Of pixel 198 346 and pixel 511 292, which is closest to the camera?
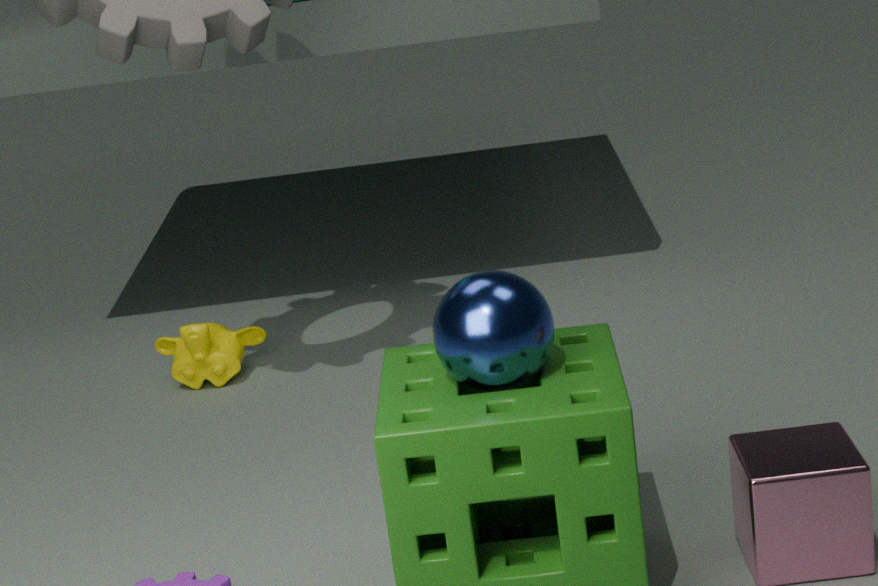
pixel 511 292
